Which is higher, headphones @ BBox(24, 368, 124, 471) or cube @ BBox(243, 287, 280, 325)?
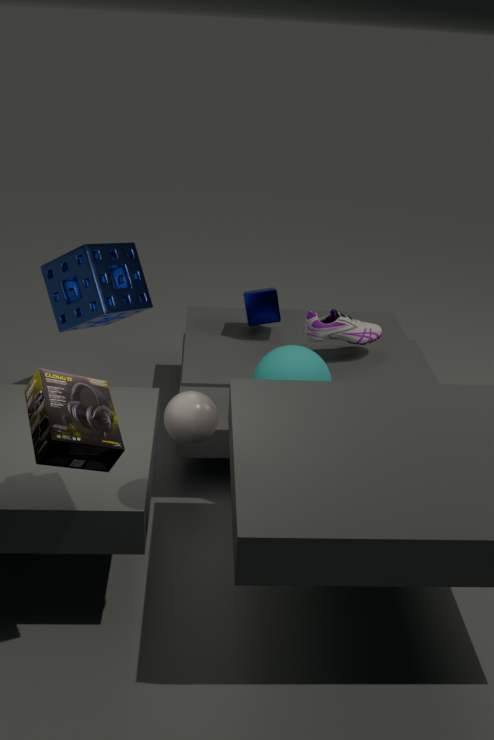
headphones @ BBox(24, 368, 124, 471)
